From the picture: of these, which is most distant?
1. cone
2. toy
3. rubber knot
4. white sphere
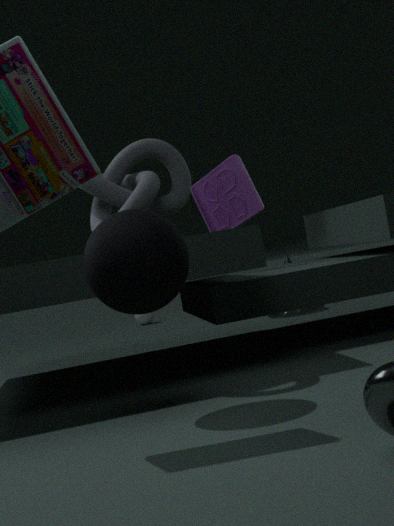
white sphere
